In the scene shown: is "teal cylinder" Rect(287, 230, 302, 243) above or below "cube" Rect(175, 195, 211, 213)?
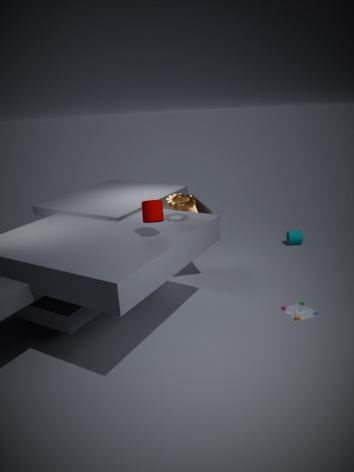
below
